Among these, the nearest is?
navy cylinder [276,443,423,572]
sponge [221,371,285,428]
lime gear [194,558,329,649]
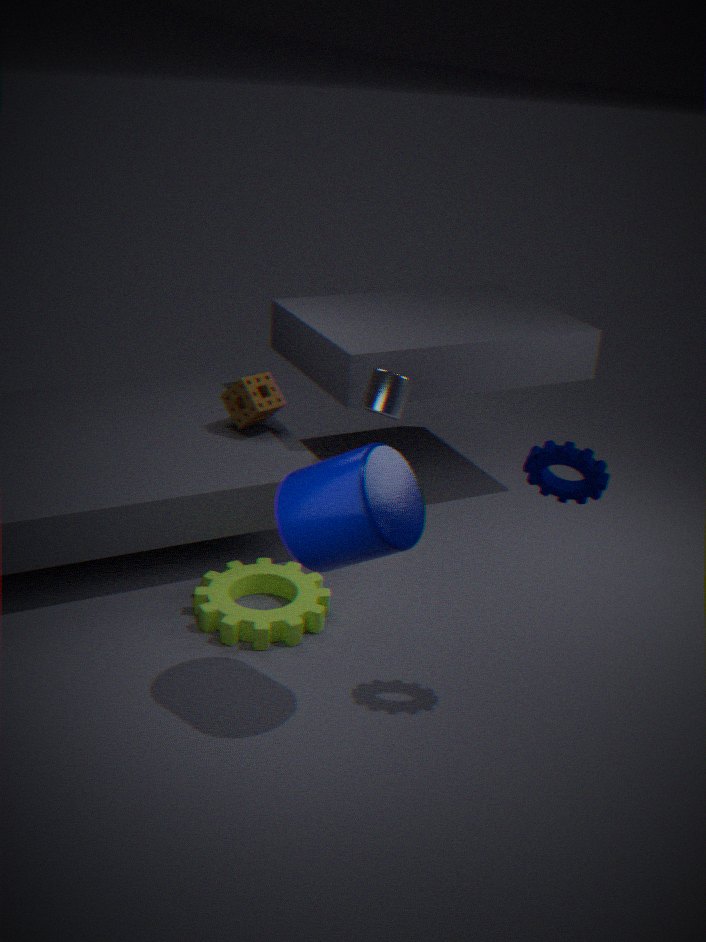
navy cylinder [276,443,423,572]
